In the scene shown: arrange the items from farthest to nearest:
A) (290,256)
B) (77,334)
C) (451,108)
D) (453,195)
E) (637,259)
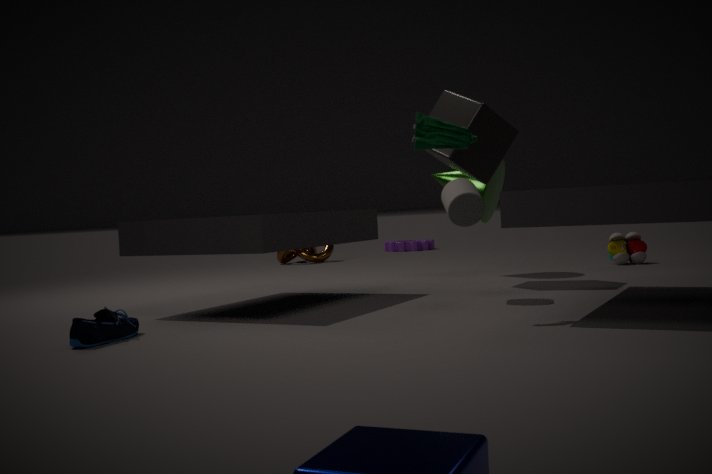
1. (290,256)
2. (637,259)
3. (451,108)
4. (453,195)
5. (77,334)
